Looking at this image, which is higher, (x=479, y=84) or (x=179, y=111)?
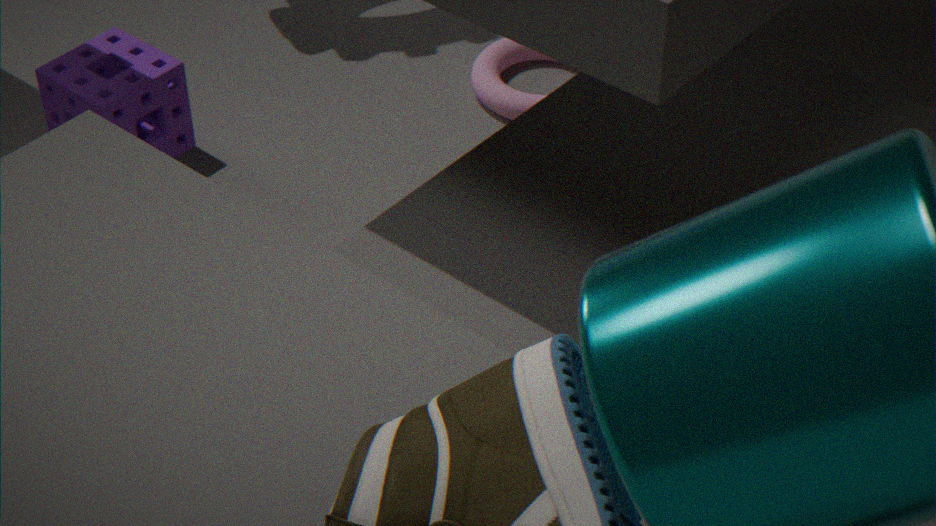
(x=179, y=111)
